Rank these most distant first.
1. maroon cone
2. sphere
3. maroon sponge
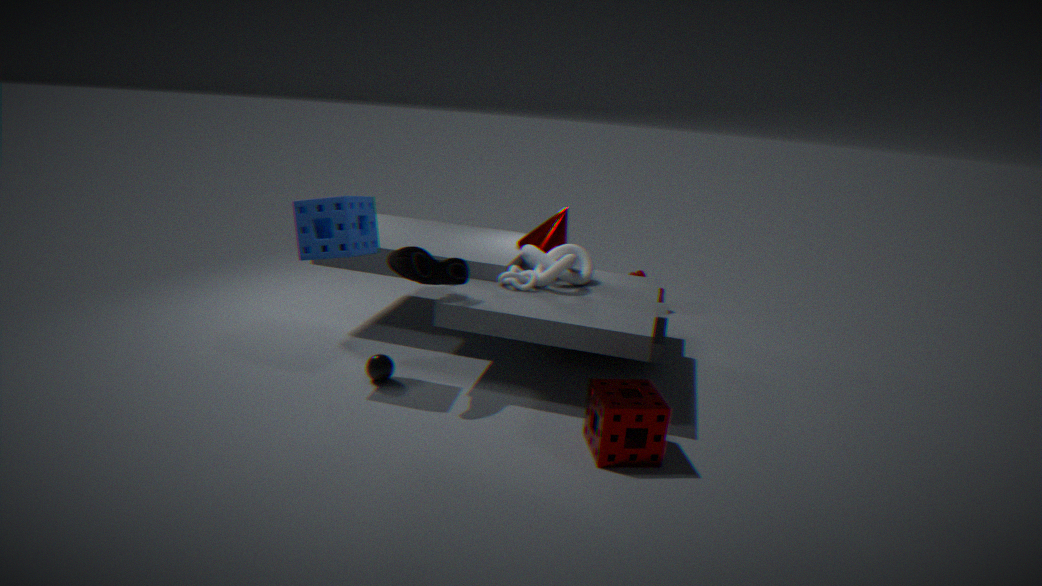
1. maroon cone
2. sphere
3. maroon sponge
